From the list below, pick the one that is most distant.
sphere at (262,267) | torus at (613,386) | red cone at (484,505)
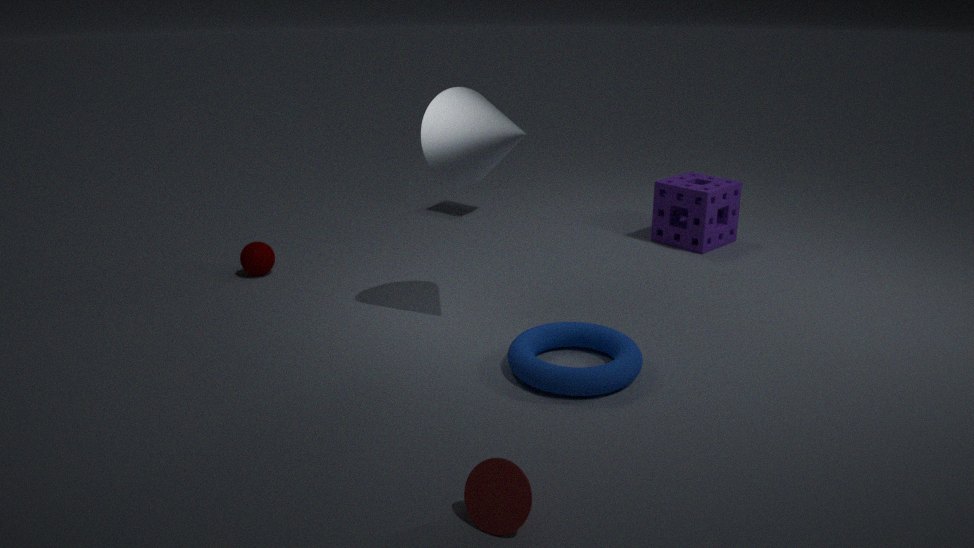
sphere at (262,267)
